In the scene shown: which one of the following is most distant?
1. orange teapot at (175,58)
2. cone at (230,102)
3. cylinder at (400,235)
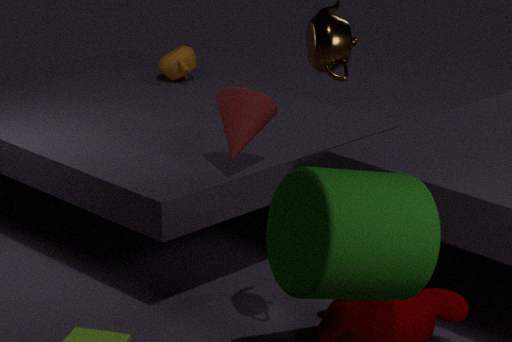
orange teapot at (175,58)
